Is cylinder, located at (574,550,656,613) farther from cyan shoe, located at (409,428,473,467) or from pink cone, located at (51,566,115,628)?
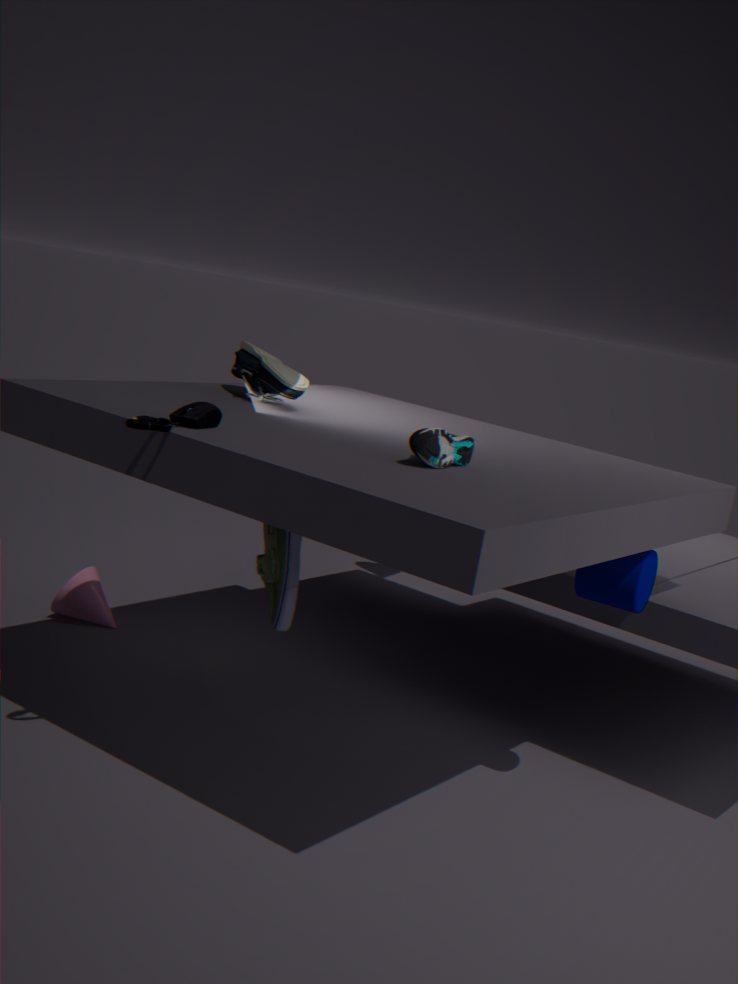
pink cone, located at (51,566,115,628)
